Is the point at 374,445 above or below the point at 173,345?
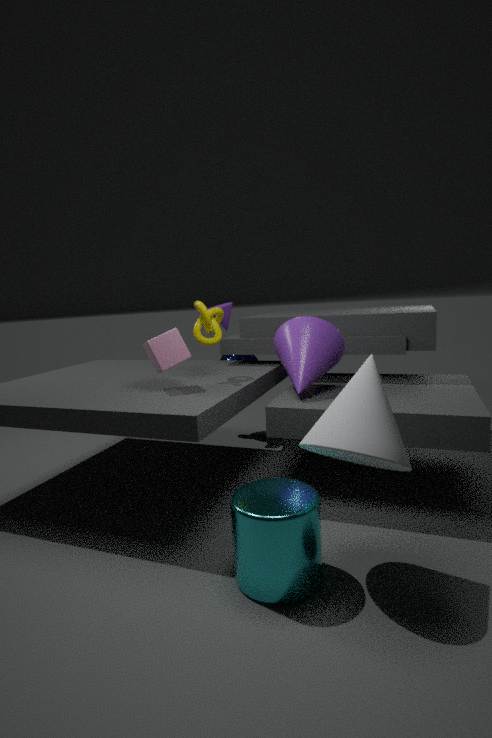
below
